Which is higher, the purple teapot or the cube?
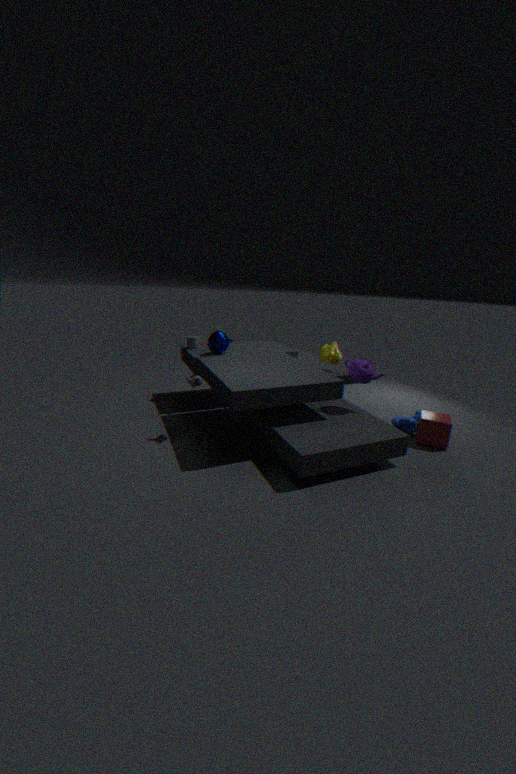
the purple teapot
